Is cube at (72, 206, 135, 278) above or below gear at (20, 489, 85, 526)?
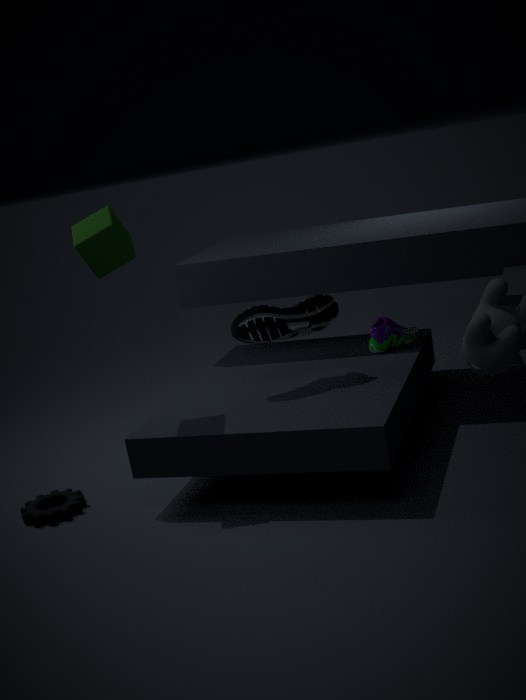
above
